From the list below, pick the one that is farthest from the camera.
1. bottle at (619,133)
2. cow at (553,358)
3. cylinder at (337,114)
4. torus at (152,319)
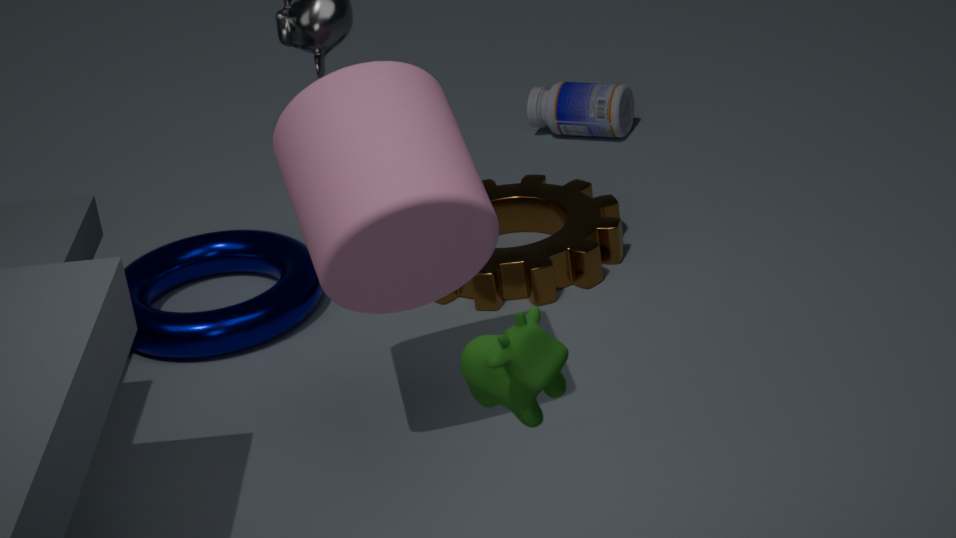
bottle at (619,133)
